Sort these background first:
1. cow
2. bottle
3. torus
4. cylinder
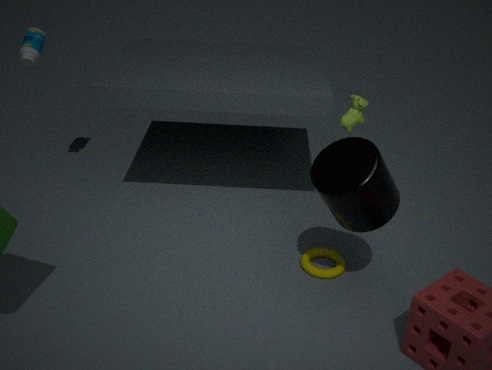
bottle < cow < torus < cylinder
